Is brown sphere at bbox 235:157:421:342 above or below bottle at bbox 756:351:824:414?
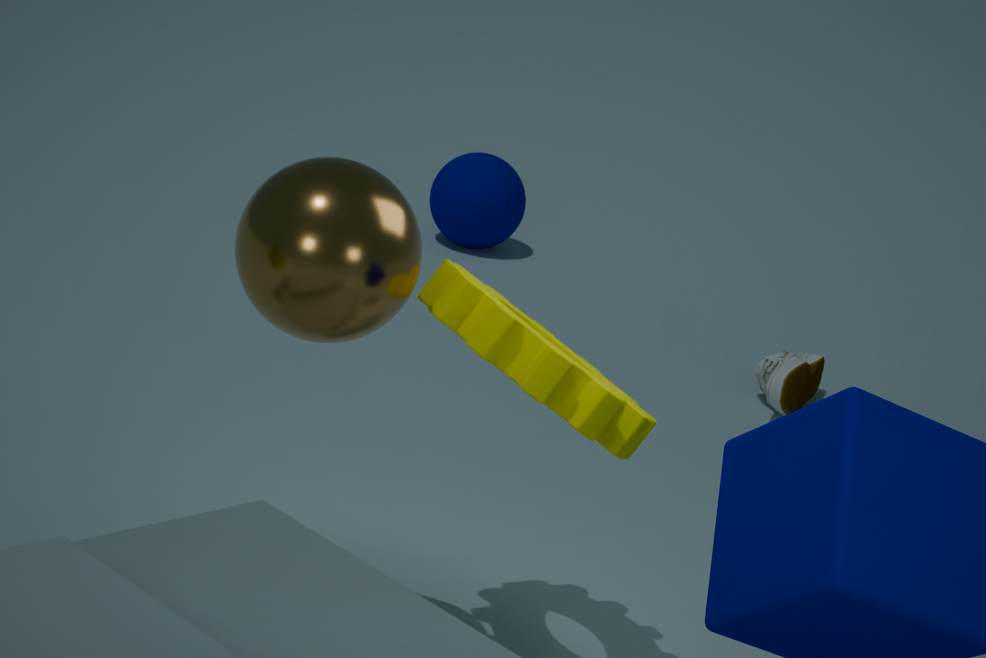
above
